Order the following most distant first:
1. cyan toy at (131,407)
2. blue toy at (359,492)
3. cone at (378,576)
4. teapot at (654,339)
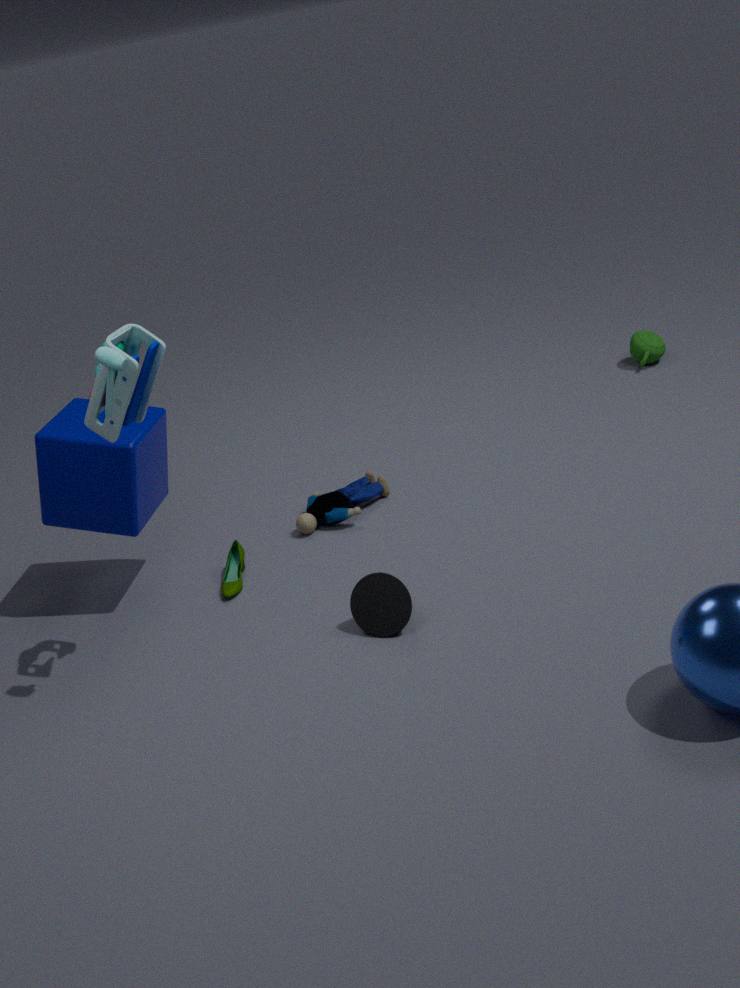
1. teapot at (654,339)
2. blue toy at (359,492)
3. cone at (378,576)
4. cyan toy at (131,407)
